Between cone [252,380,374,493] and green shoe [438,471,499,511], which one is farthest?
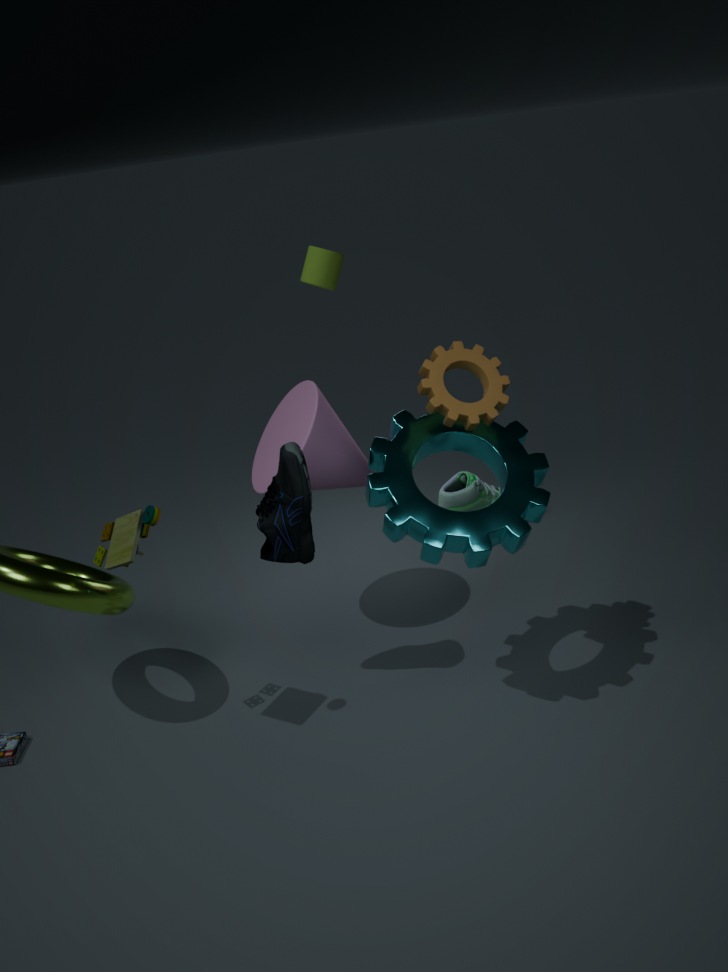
green shoe [438,471,499,511]
